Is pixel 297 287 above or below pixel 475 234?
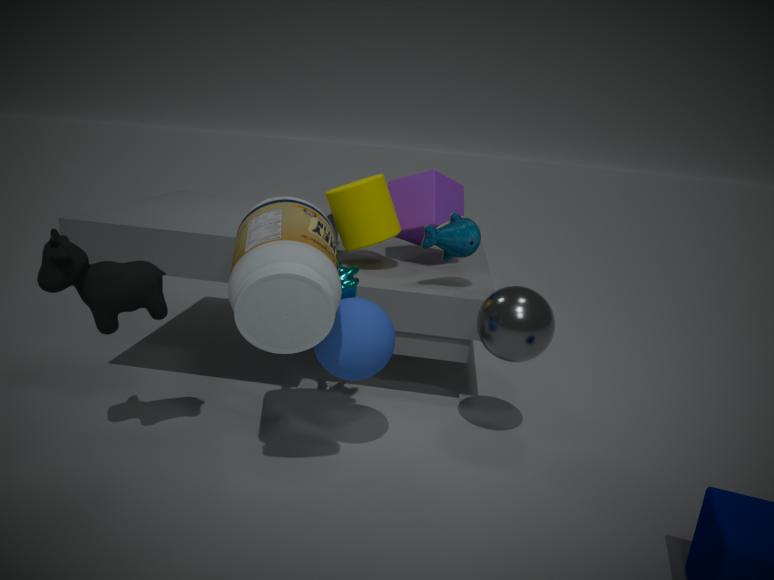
below
